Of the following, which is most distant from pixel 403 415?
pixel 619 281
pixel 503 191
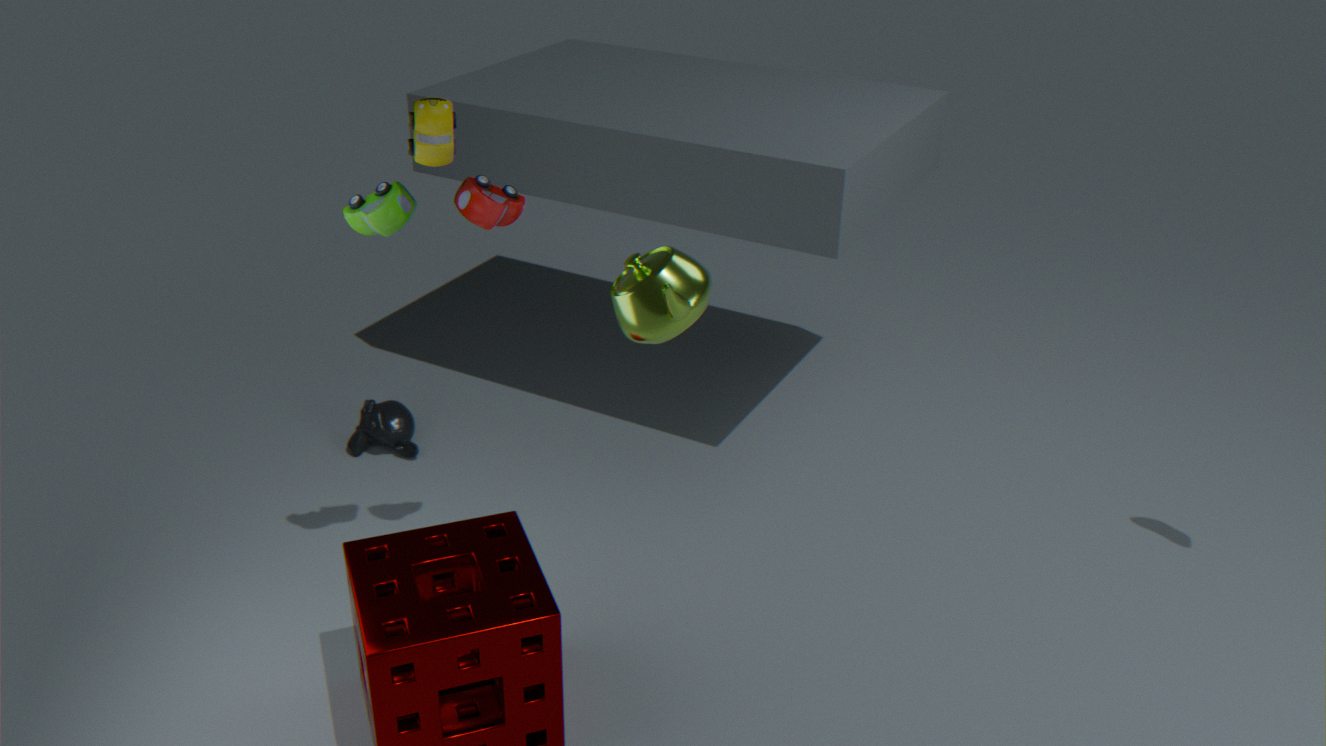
pixel 619 281
